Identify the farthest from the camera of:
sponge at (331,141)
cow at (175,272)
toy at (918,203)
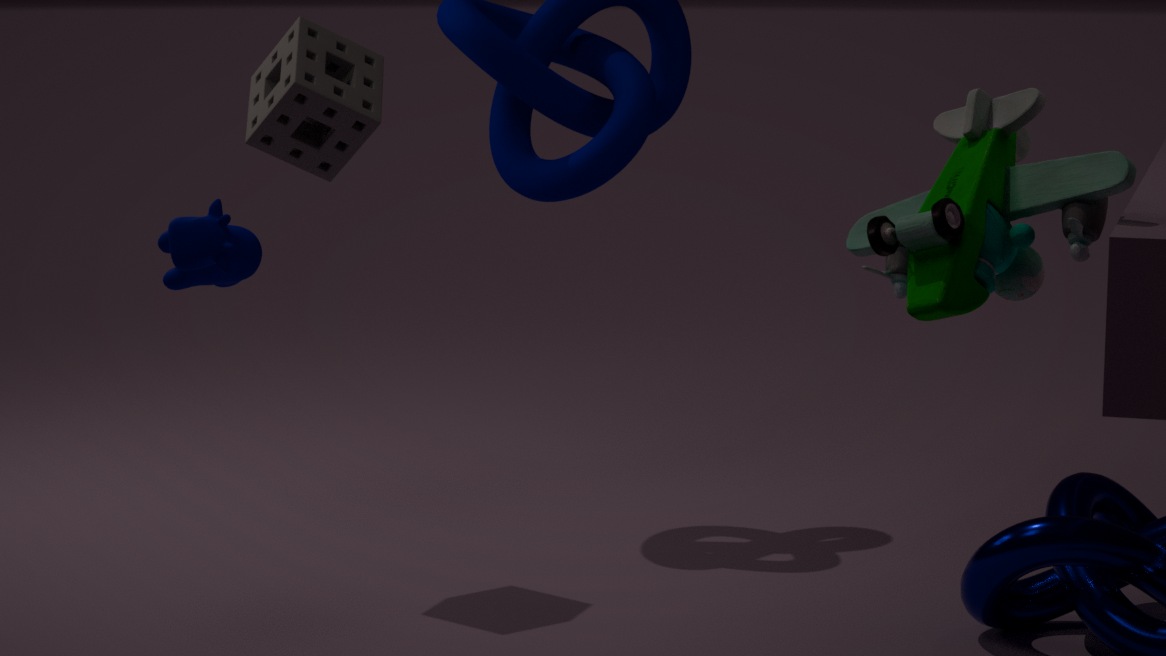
sponge at (331,141)
